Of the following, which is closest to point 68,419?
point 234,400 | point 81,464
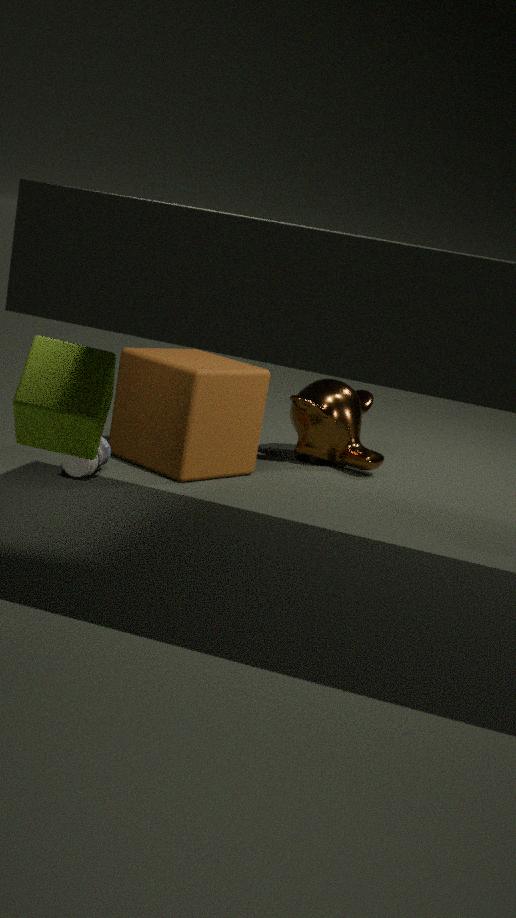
point 81,464
